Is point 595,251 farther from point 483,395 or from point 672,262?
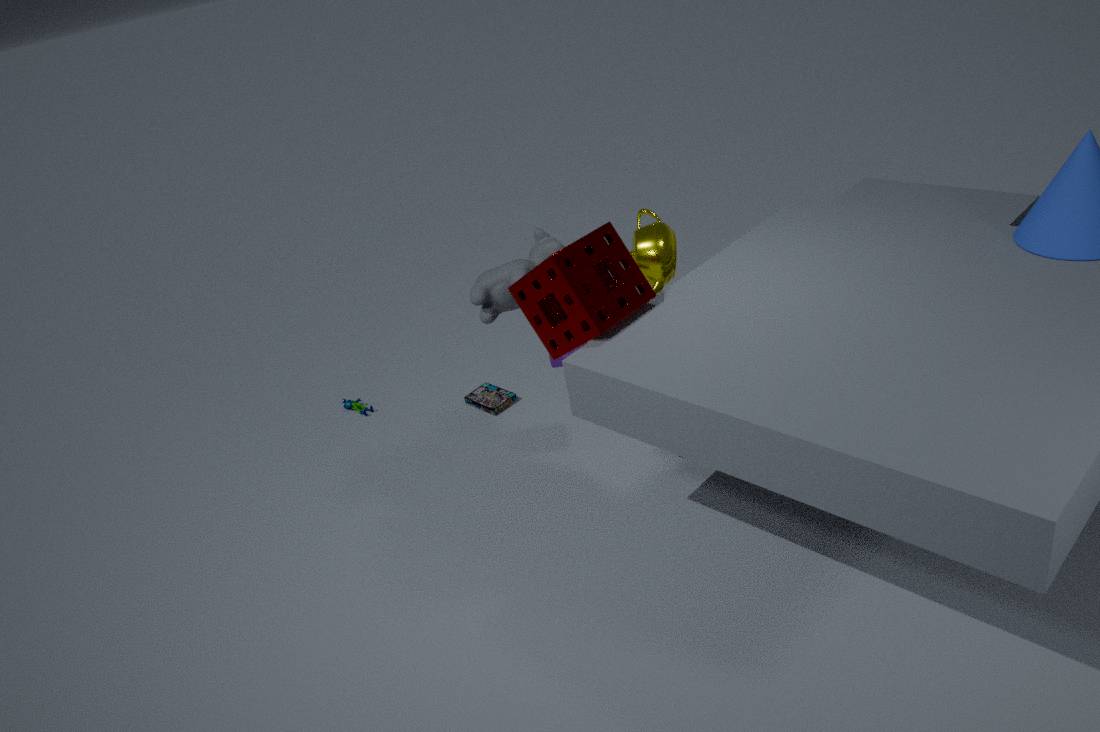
point 483,395
